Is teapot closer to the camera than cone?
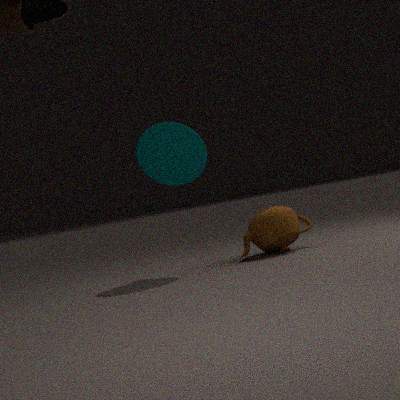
No
